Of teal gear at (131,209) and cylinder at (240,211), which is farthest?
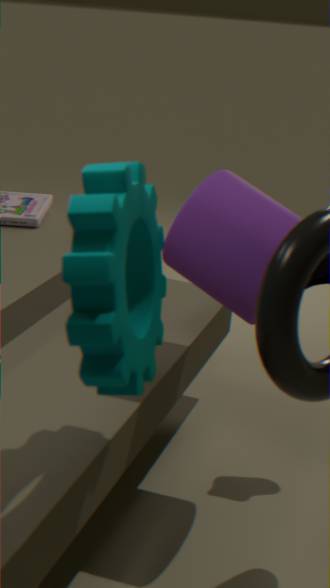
cylinder at (240,211)
